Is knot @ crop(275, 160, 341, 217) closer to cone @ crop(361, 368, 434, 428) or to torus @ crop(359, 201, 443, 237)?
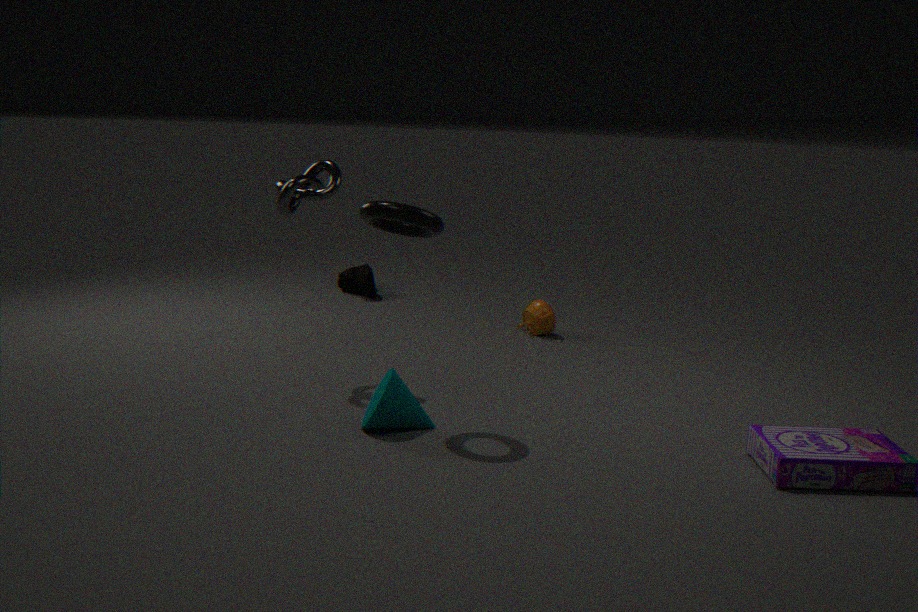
torus @ crop(359, 201, 443, 237)
